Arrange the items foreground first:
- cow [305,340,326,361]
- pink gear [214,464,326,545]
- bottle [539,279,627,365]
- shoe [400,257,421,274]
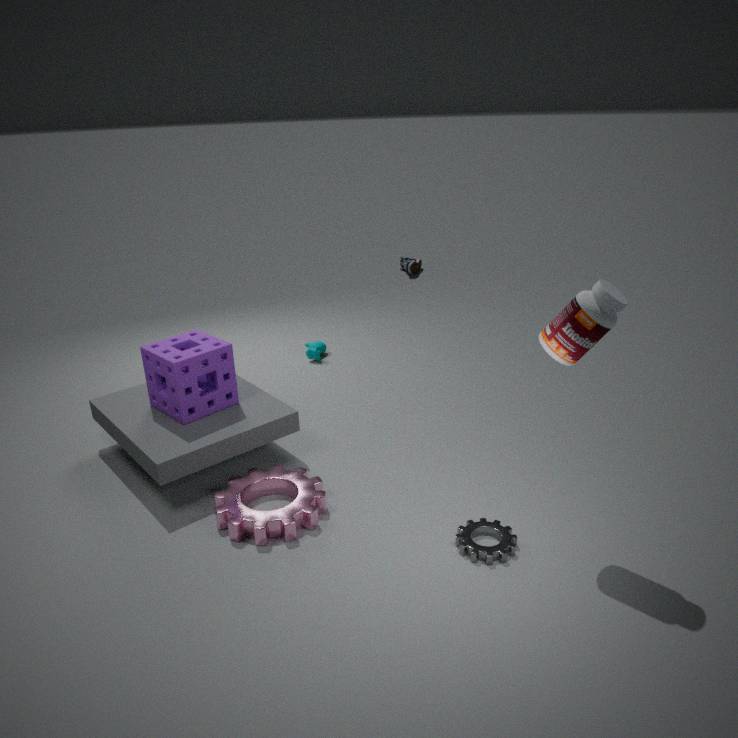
bottle [539,279,627,365], pink gear [214,464,326,545], cow [305,340,326,361], shoe [400,257,421,274]
